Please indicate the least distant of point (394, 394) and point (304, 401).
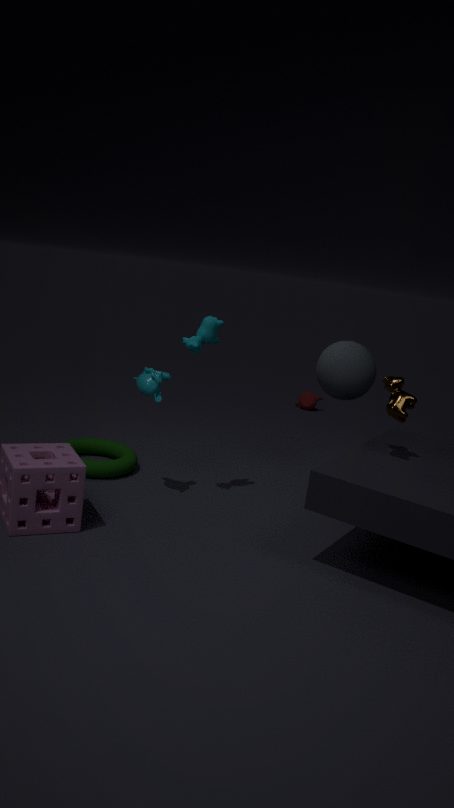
point (394, 394)
